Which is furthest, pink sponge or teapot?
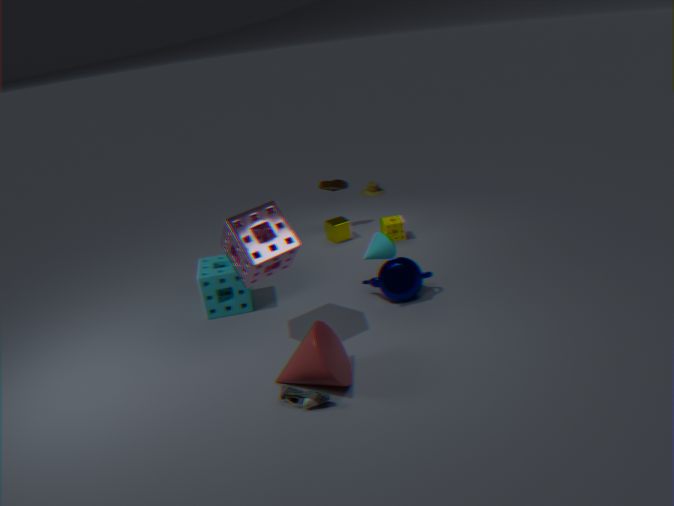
teapot
